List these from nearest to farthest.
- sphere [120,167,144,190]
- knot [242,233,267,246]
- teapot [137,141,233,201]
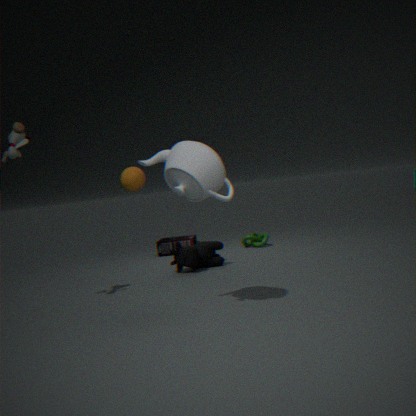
teapot [137,141,233,201] → sphere [120,167,144,190] → knot [242,233,267,246]
